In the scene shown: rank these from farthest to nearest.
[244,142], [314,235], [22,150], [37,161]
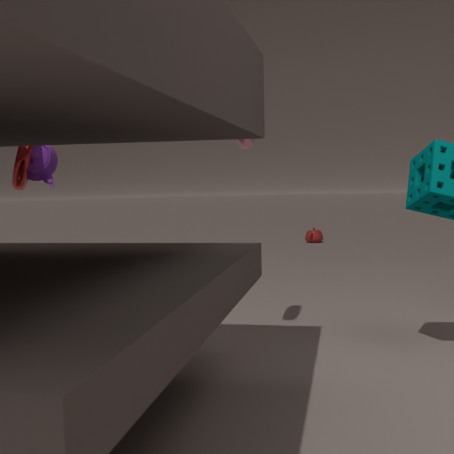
[314,235]
[37,161]
[22,150]
[244,142]
